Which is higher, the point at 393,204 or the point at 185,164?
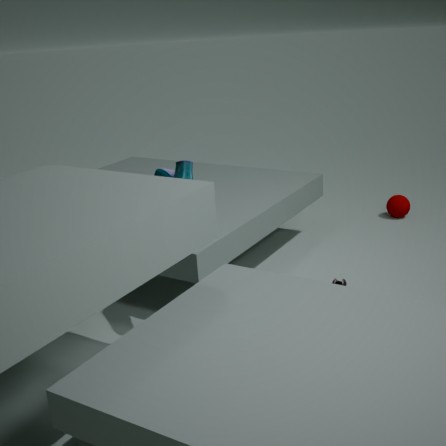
the point at 185,164
